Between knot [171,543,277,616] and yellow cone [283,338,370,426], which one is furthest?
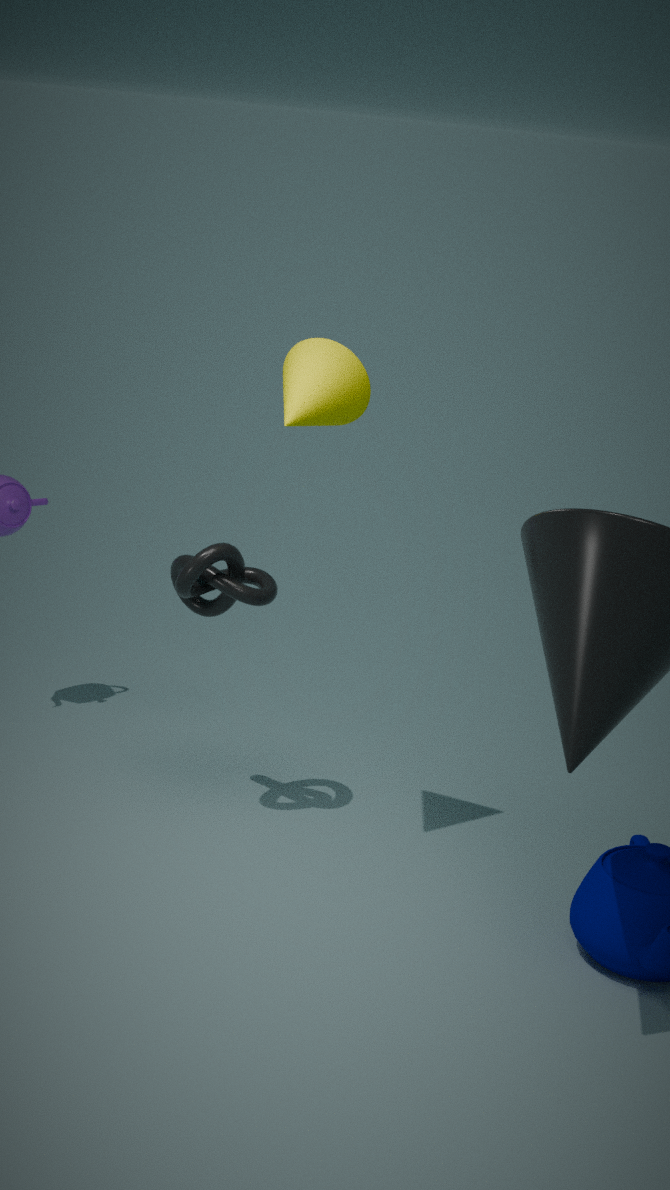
knot [171,543,277,616]
